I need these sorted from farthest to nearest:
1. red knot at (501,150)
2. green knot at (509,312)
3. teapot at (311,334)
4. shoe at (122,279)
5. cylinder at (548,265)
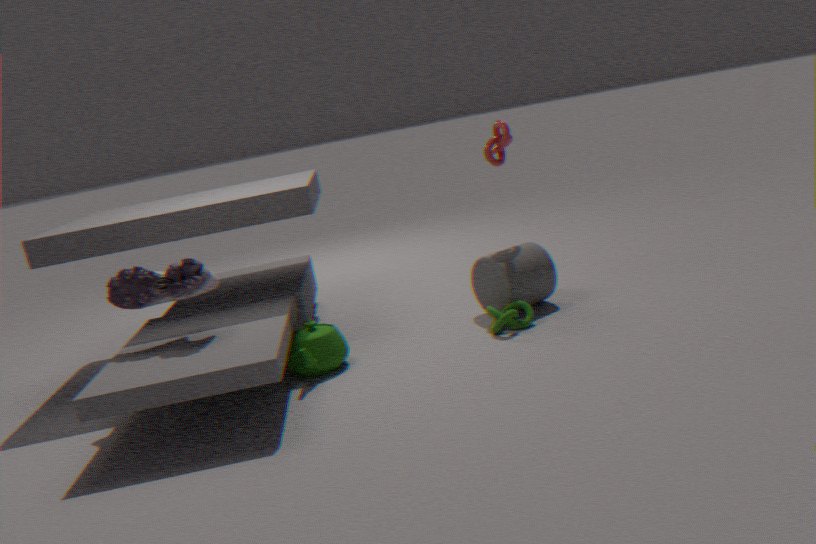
red knot at (501,150) → cylinder at (548,265) → green knot at (509,312) → teapot at (311,334) → shoe at (122,279)
